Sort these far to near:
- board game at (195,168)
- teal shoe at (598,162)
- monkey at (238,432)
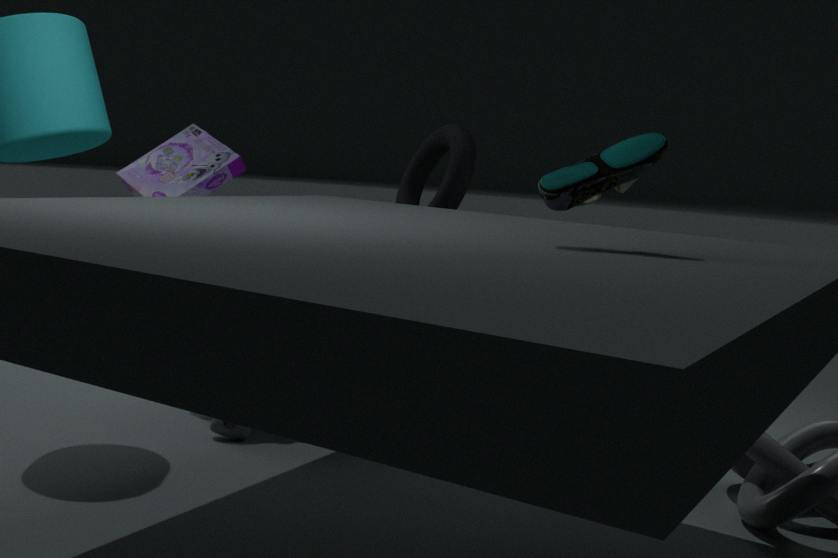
board game at (195,168) → monkey at (238,432) → teal shoe at (598,162)
